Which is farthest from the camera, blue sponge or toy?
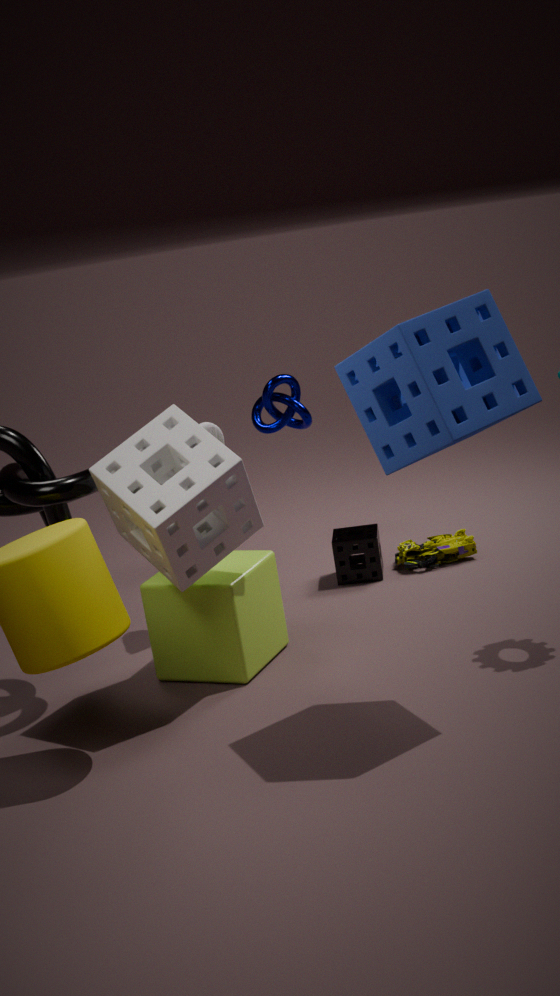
toy
